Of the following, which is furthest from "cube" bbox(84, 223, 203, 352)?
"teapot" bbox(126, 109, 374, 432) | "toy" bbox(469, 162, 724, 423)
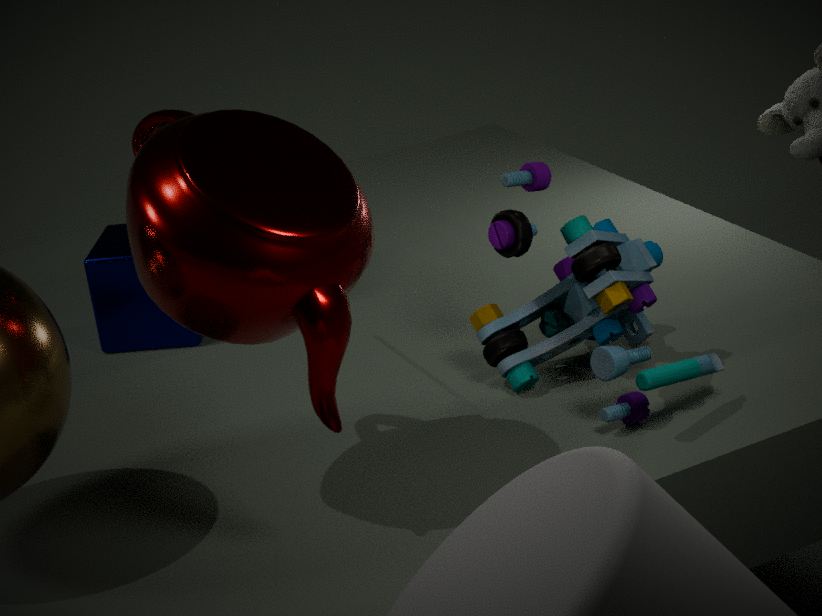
"toy" bbox(469, 162, 724, 423)
